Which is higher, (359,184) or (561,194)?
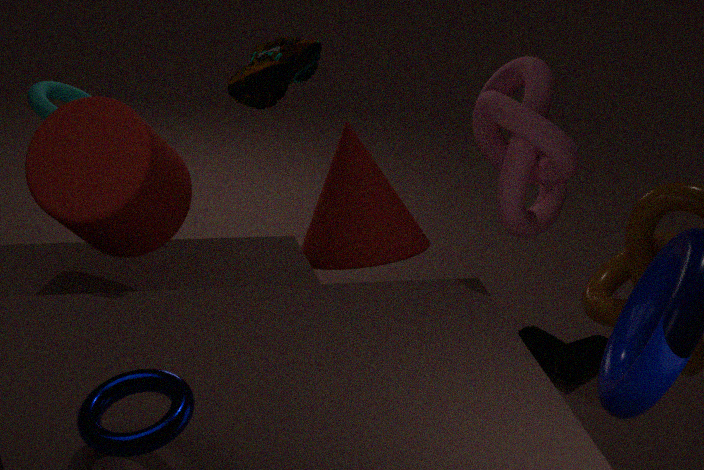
(561,194)
